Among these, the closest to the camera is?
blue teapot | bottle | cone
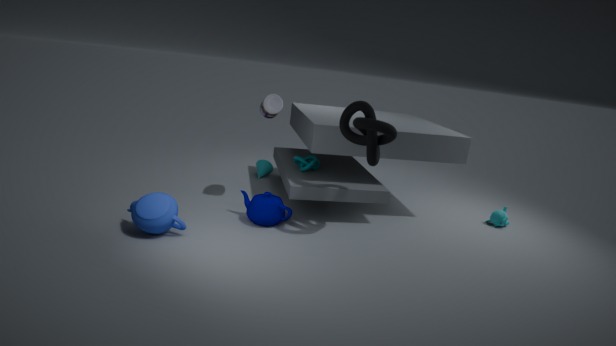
blue teapot
